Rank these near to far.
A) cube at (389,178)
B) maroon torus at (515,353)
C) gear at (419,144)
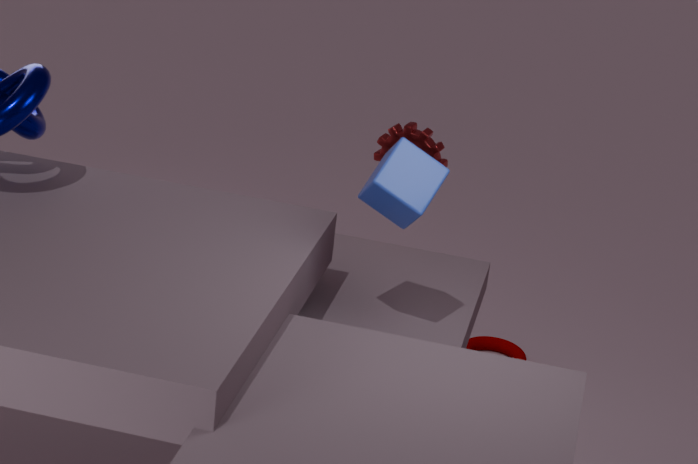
1. cube at (389,178)
2. gear at (419,144)
3. maroon torus at (515,353)
